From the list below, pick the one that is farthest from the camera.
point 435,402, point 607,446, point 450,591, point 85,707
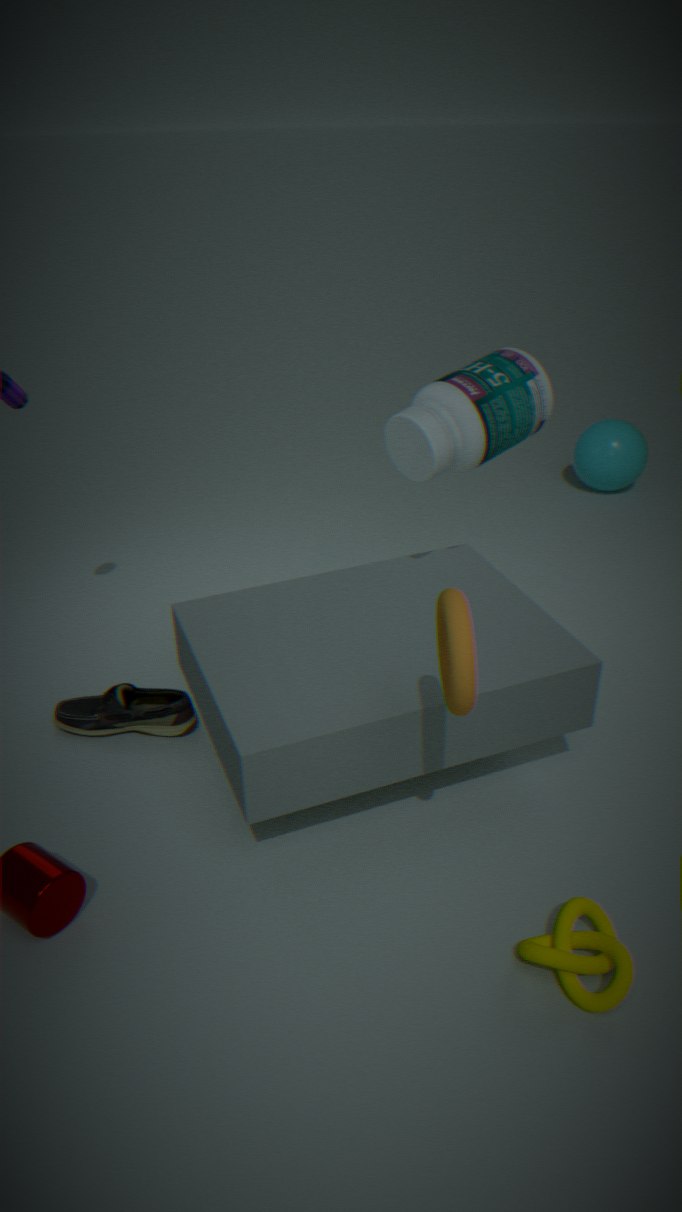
point 607,446
